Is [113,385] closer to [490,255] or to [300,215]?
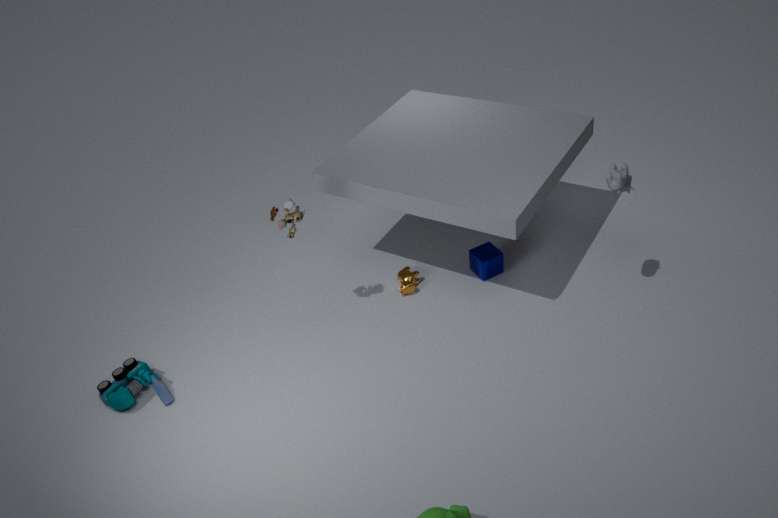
[300,215]
